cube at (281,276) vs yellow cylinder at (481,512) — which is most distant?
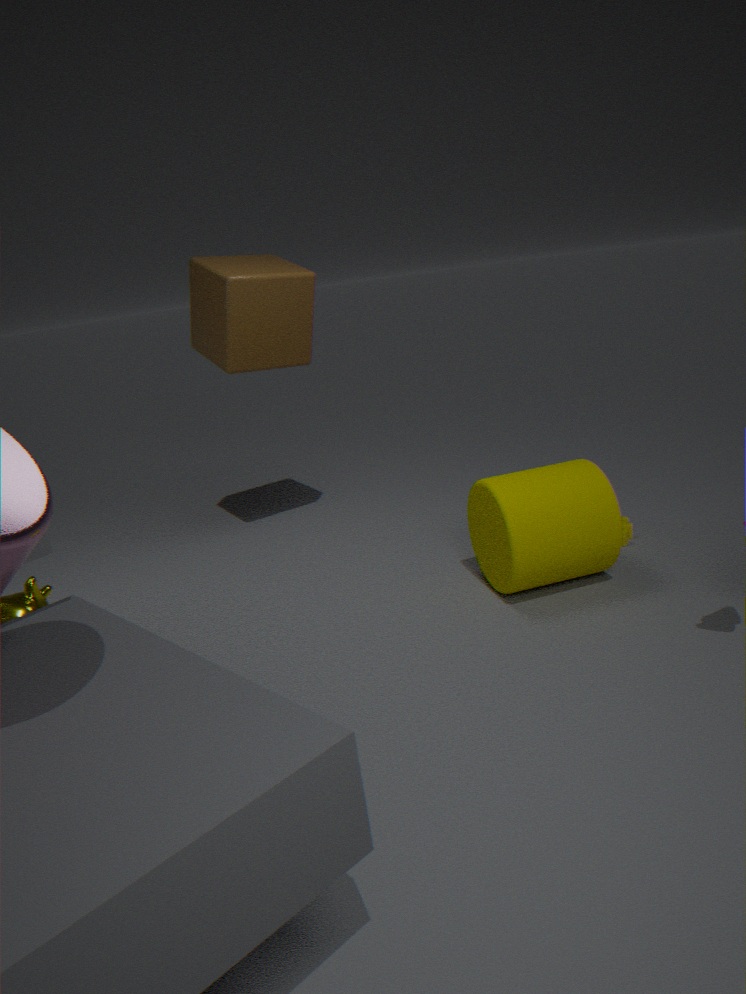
cube at (281,276)
